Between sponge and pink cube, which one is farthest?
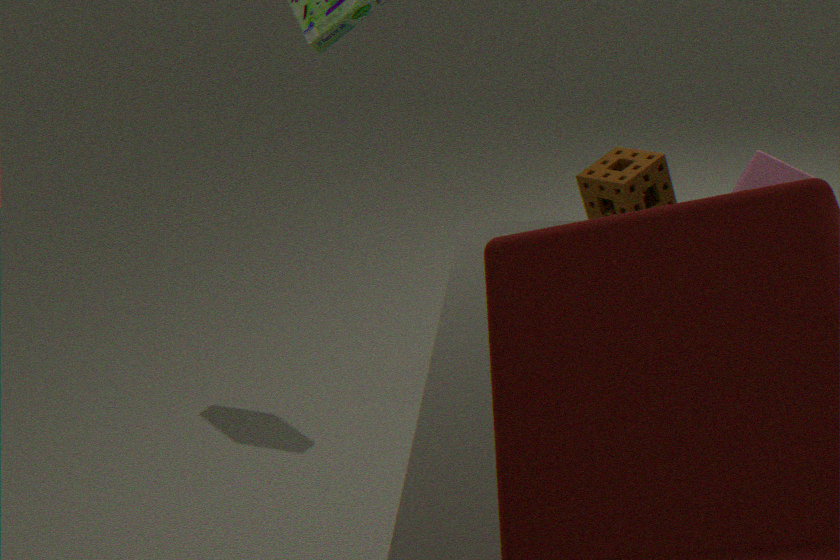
sponge
